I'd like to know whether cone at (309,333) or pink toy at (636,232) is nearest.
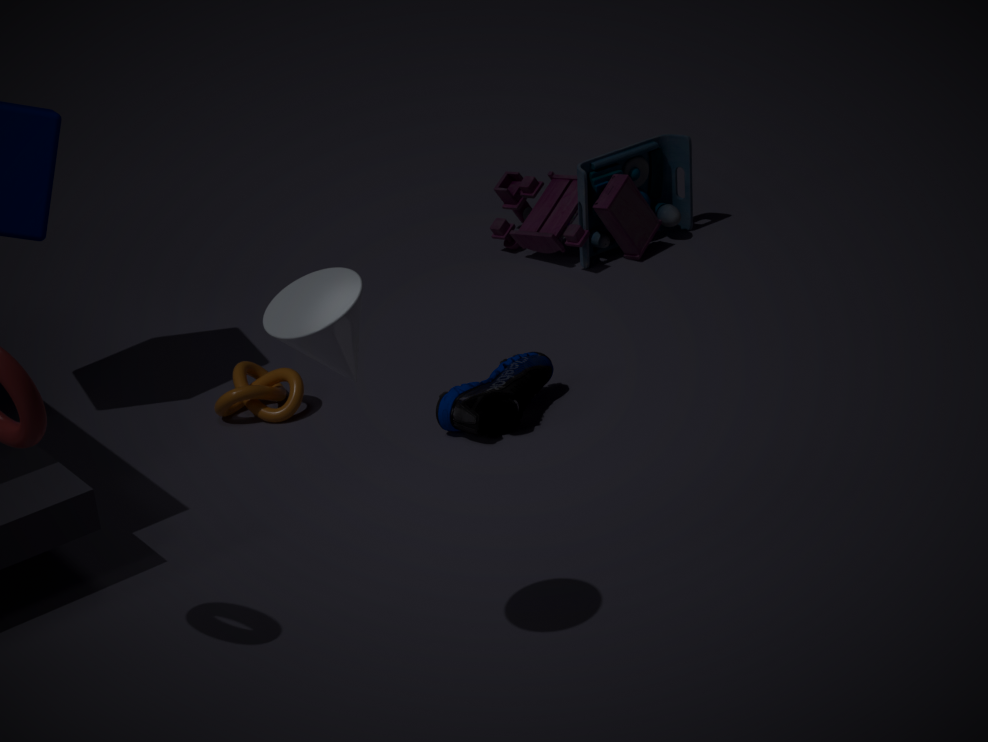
cone at (309,333)
